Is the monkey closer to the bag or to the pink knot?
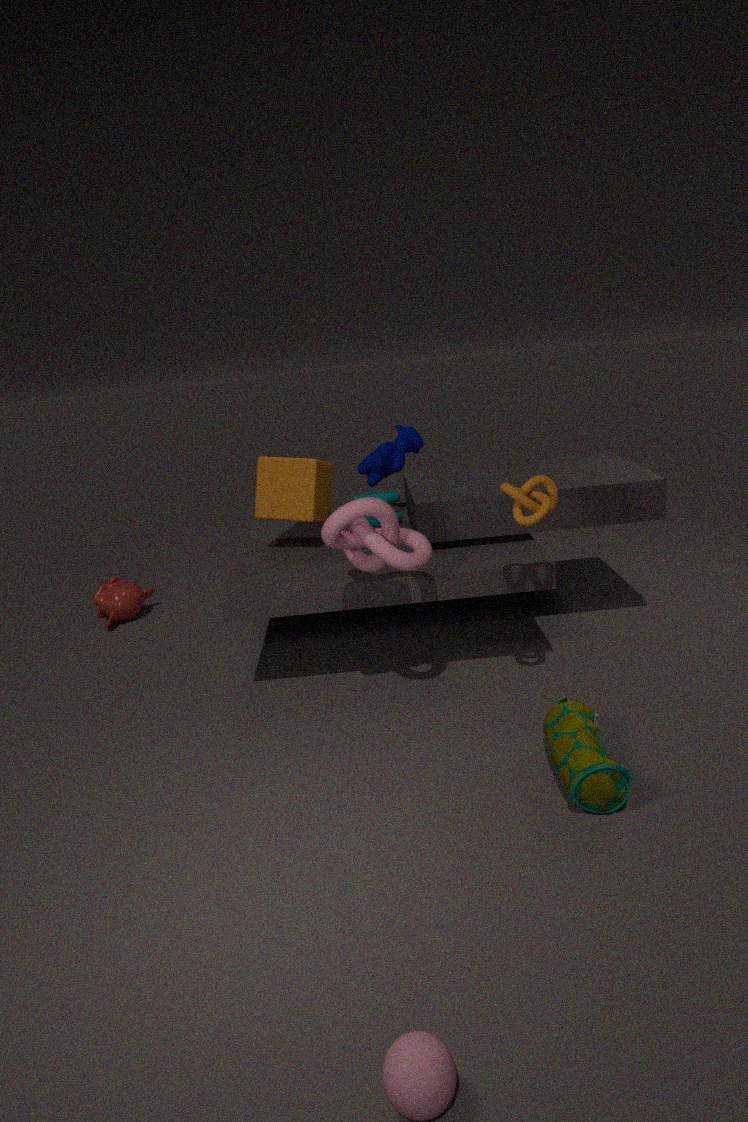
the pink knot
